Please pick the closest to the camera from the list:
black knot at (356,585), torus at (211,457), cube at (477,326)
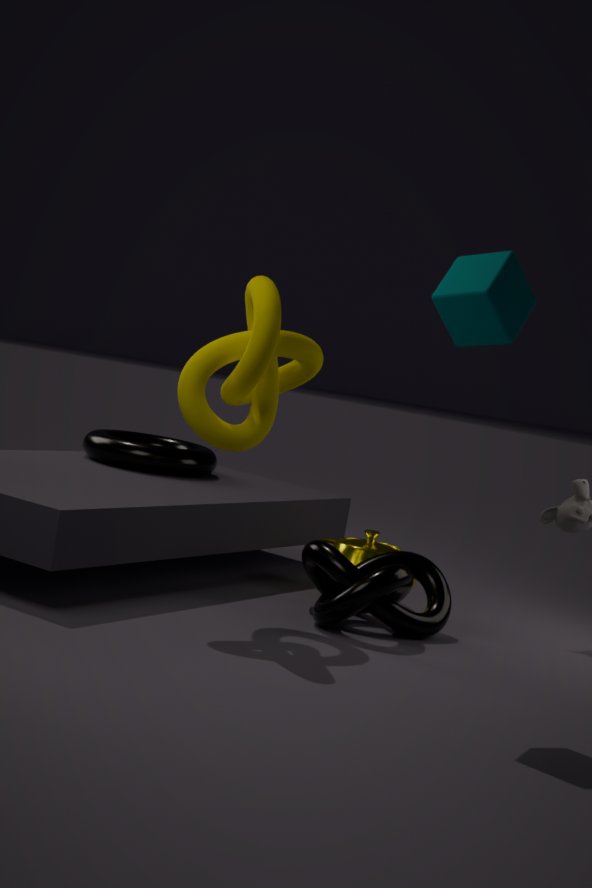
cube at (477,326)
